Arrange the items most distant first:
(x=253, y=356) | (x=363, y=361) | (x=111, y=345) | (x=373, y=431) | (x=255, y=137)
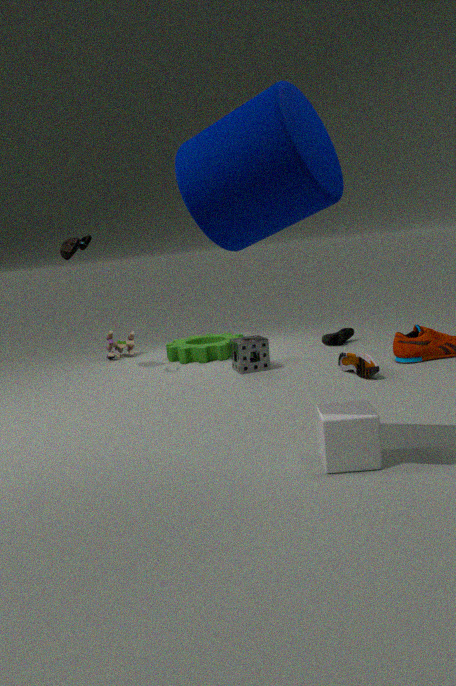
(x=111, y=345), (x=253, y=356), (x=363, y=361), (x=373, y=431), (x=255, y=137)
